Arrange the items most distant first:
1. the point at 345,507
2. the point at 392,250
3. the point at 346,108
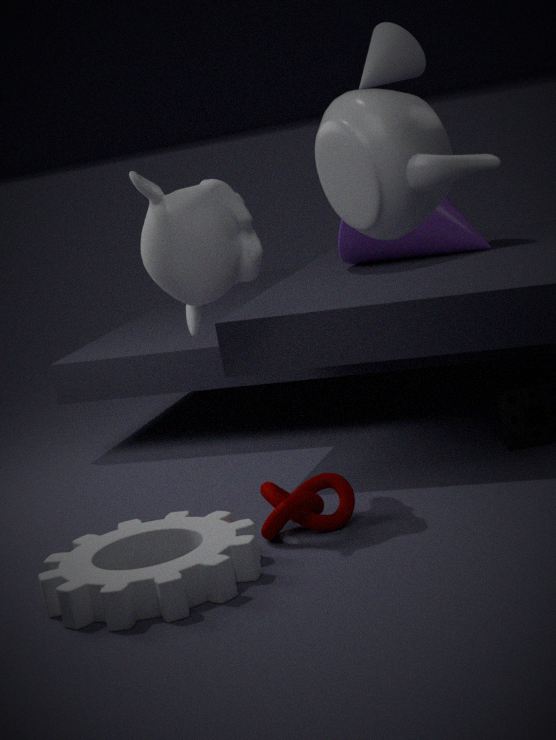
the point at 392,250 → the point at 345,507 → the point at 346,108
